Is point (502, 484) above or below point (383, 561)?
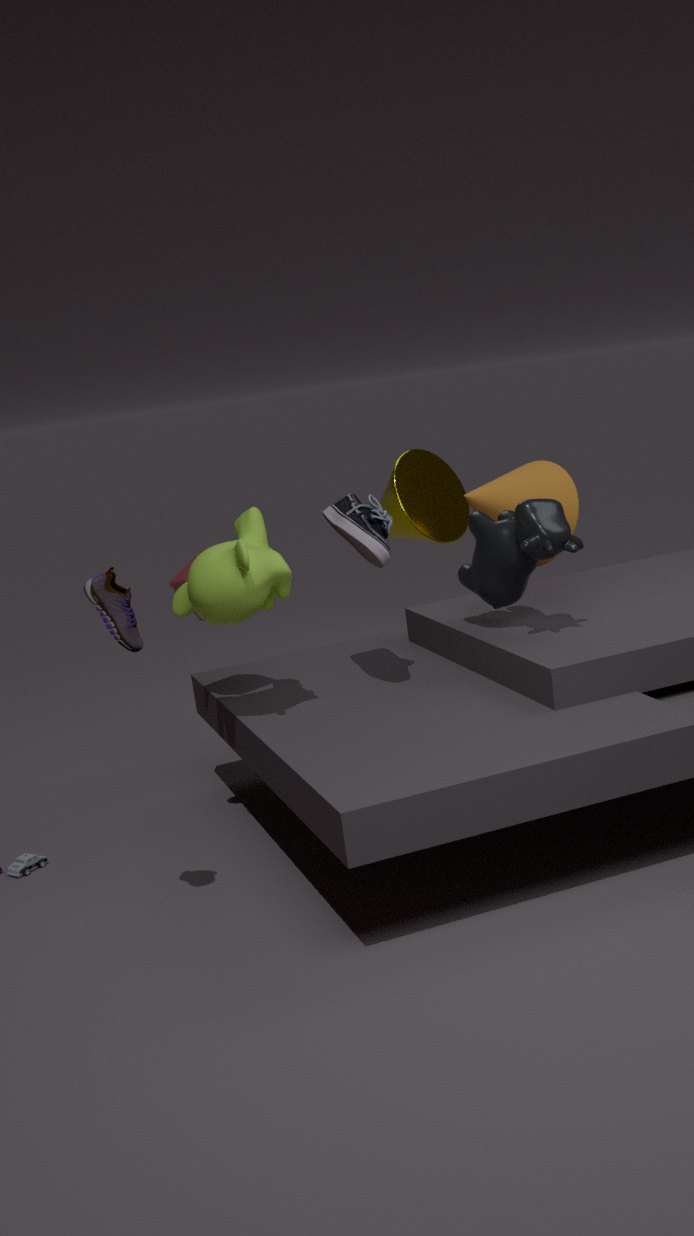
below
